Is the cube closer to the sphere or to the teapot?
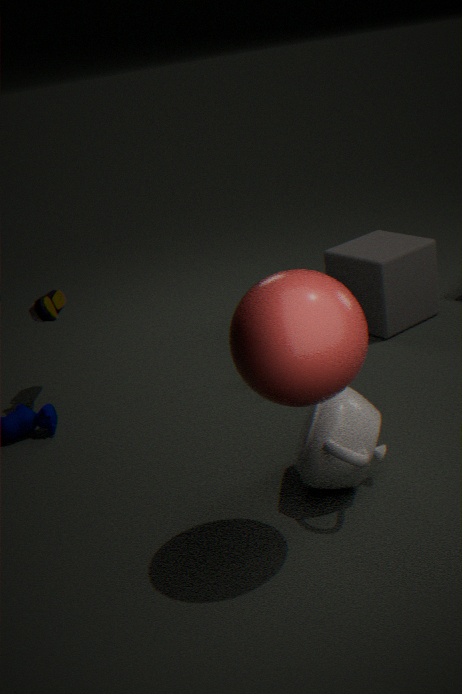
the teapot
